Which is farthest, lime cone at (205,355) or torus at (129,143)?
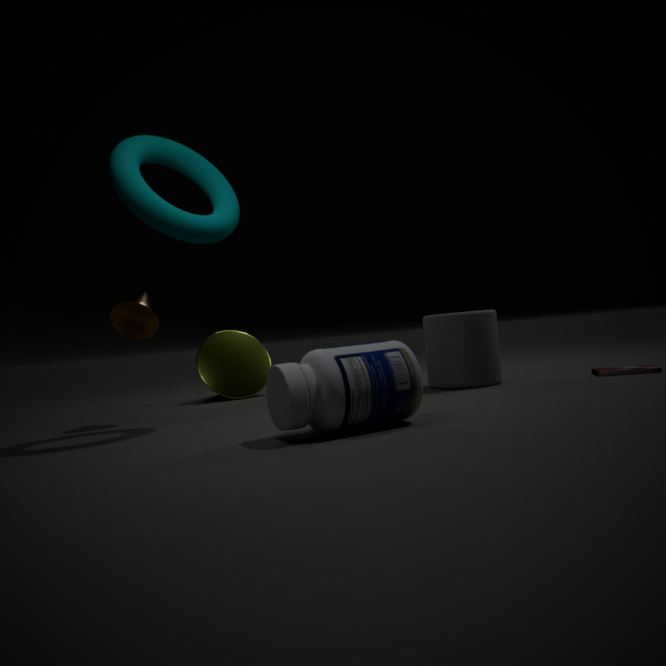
lime cone at (205,355)
